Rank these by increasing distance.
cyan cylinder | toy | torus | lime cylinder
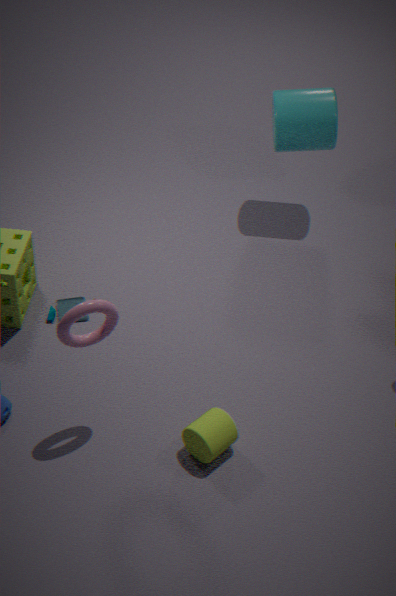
torus, lime cylinder, toy, cyan cylinder
